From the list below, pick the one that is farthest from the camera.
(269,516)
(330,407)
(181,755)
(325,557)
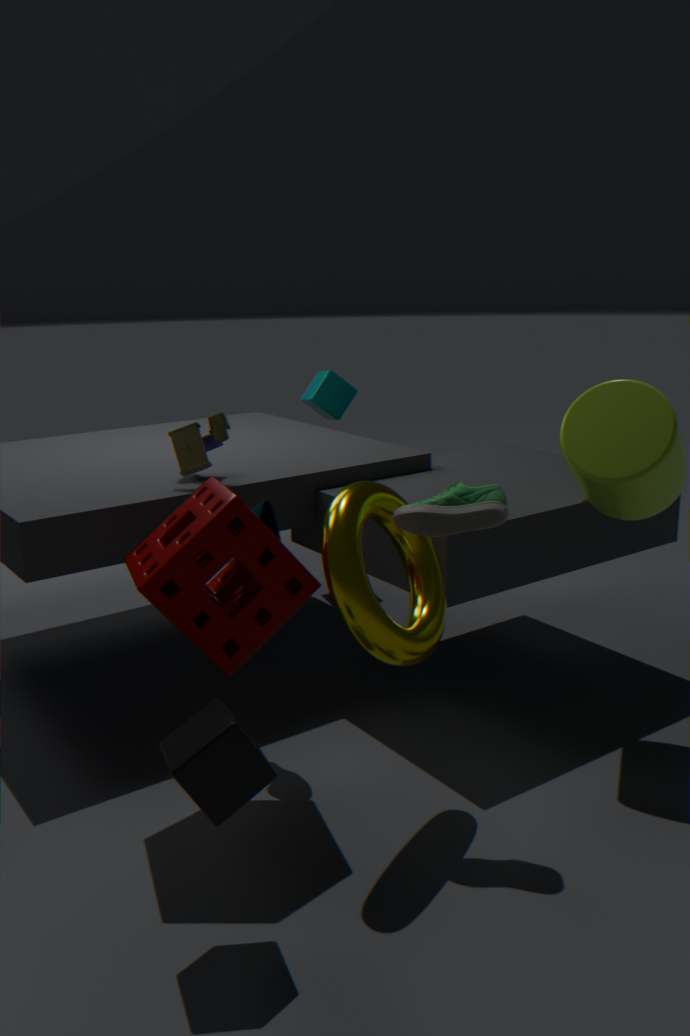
(330,407)
